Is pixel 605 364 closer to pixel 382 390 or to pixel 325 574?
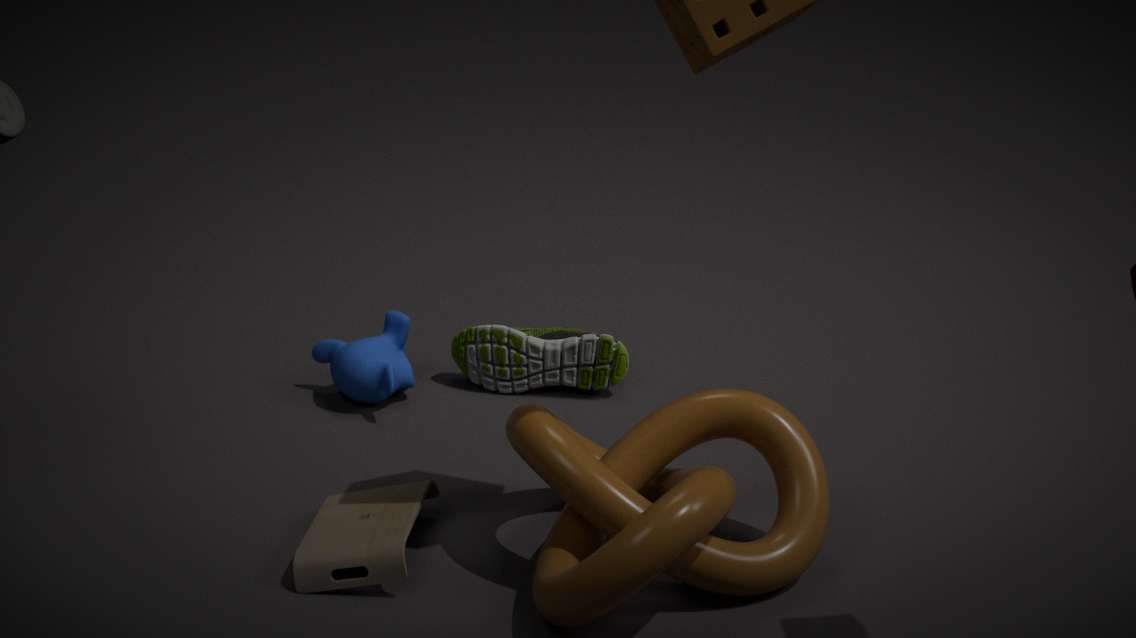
pixel 382 390
